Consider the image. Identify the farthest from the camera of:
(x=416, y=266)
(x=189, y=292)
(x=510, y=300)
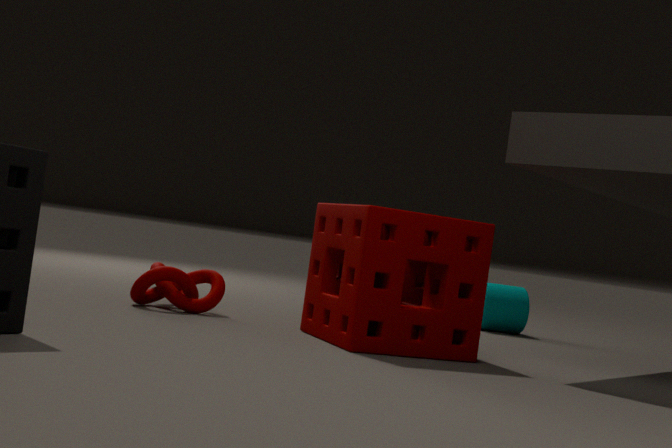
(x=510, y=300)
